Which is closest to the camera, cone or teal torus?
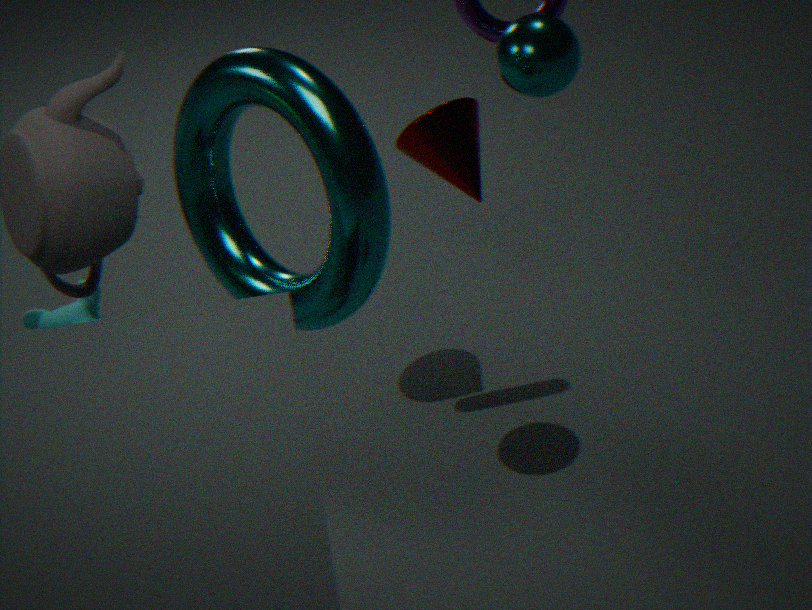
teal torus
